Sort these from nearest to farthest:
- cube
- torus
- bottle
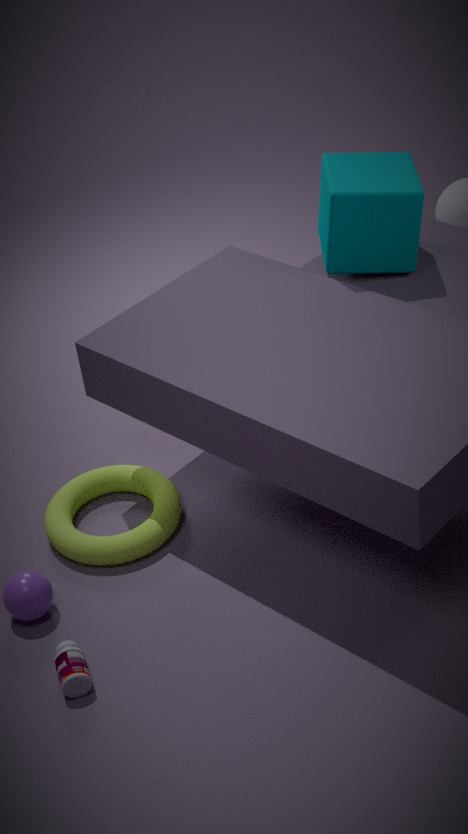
1. bottle
2. torus
3. cube
